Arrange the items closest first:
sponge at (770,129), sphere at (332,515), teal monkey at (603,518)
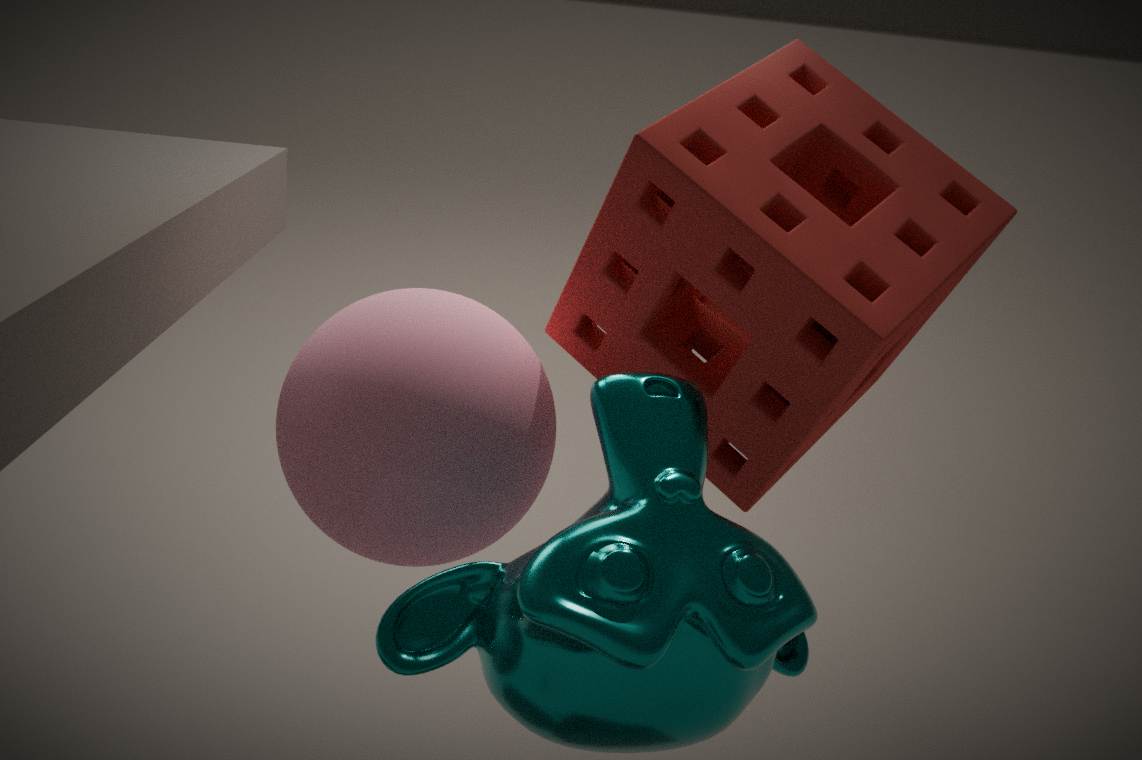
1. teal monkey at (603,518)
2. sponge at (770,129)
3. sphere at (332,515)
